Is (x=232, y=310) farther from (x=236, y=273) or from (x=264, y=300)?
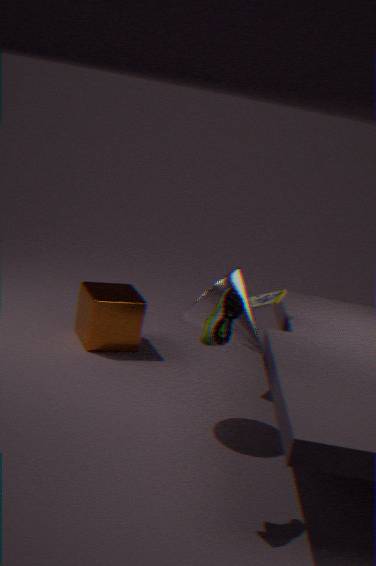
(x=264, y=300)
